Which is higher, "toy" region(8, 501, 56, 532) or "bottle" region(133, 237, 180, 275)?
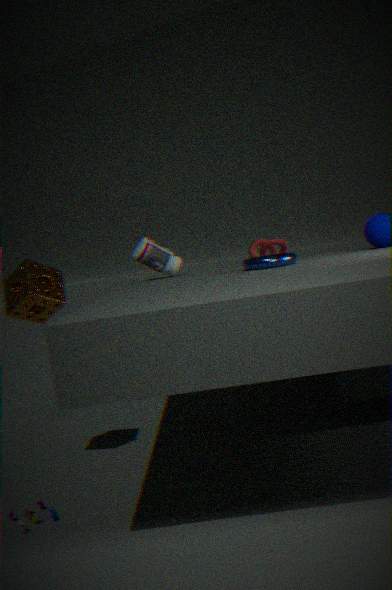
"bottle" region(133, 237, 180, 275)
